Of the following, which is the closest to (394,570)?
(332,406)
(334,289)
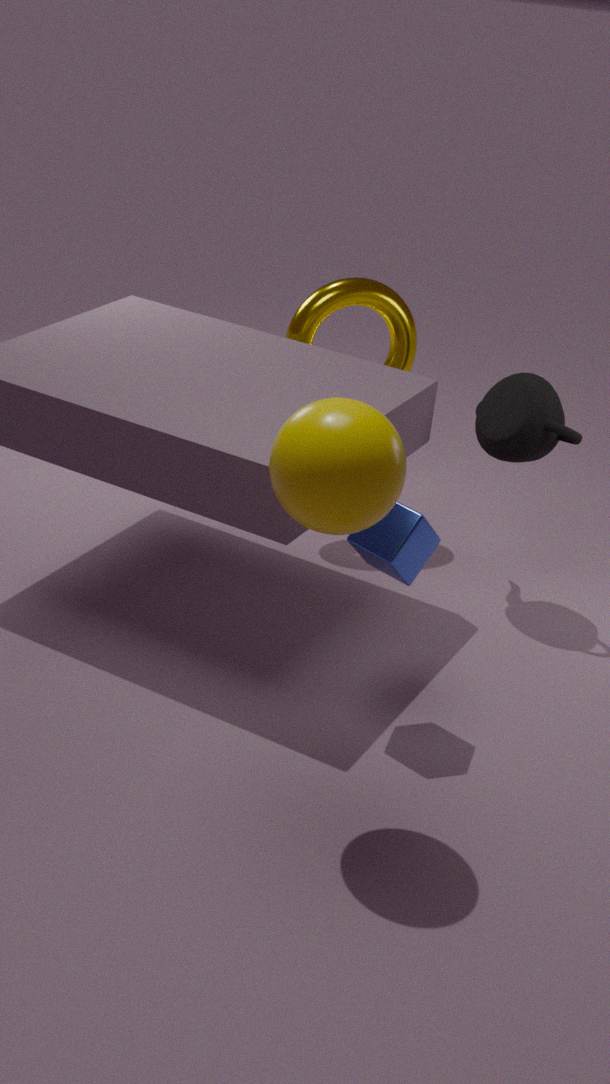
(332,406)
